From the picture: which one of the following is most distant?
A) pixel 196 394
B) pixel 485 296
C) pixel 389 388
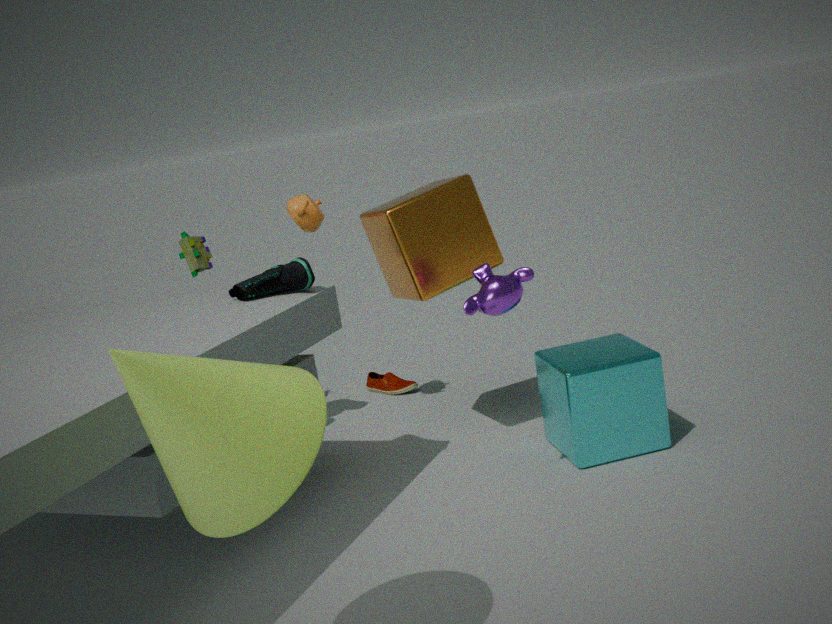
pixel 389 388
